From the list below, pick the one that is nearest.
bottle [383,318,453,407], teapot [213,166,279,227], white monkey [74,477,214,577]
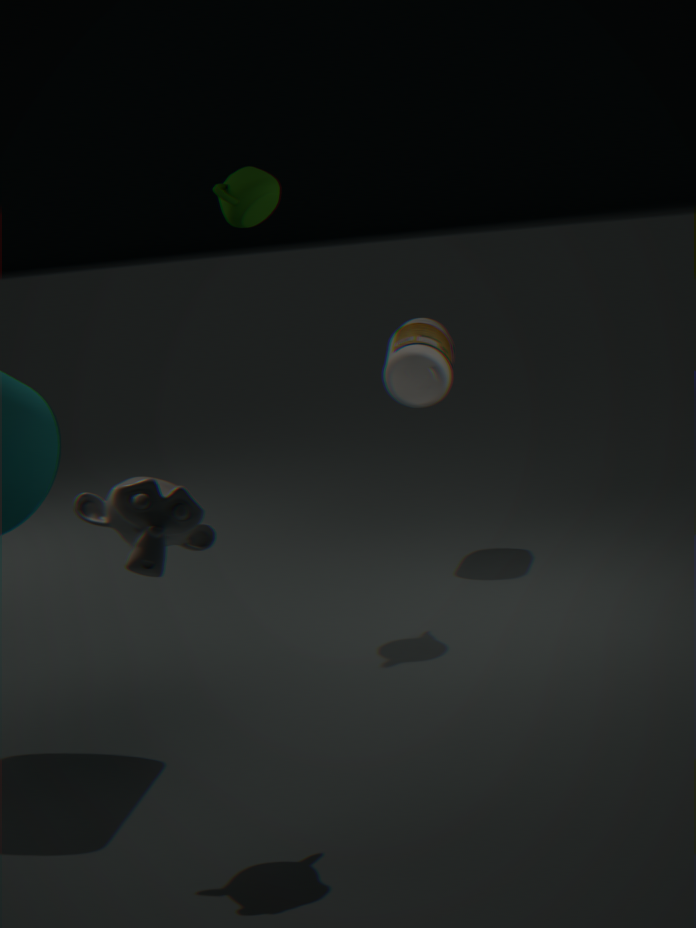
white monkey [74,477,214,577]
